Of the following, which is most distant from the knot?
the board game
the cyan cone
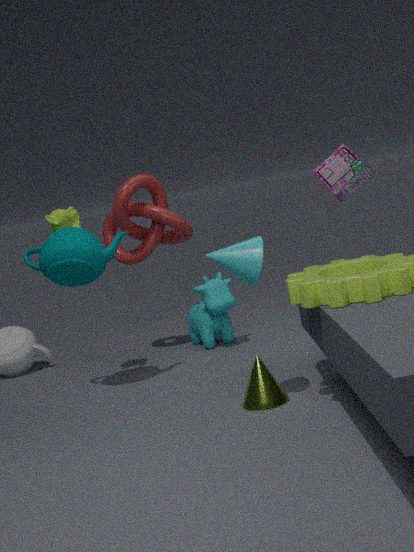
the cyan cone
